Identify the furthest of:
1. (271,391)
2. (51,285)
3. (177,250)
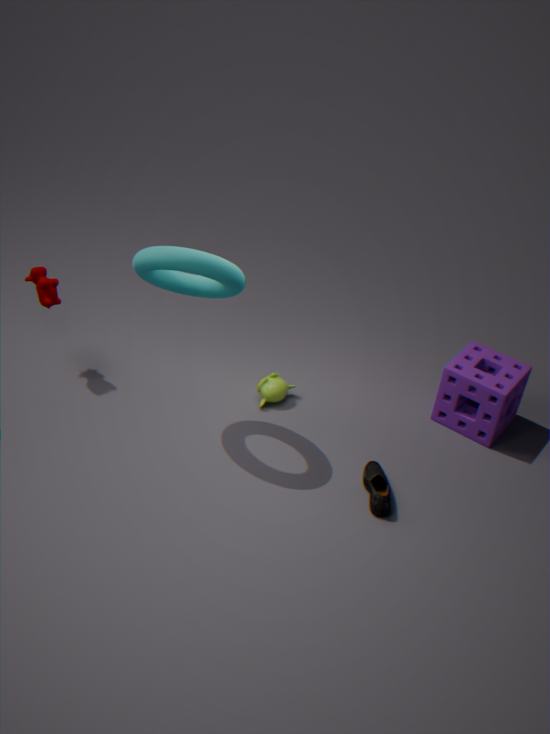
(271,391)
